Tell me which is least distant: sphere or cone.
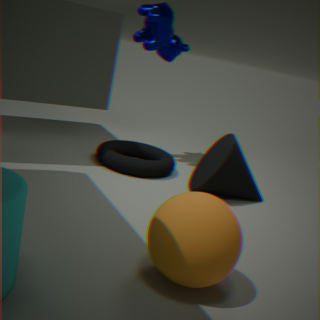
sphere
